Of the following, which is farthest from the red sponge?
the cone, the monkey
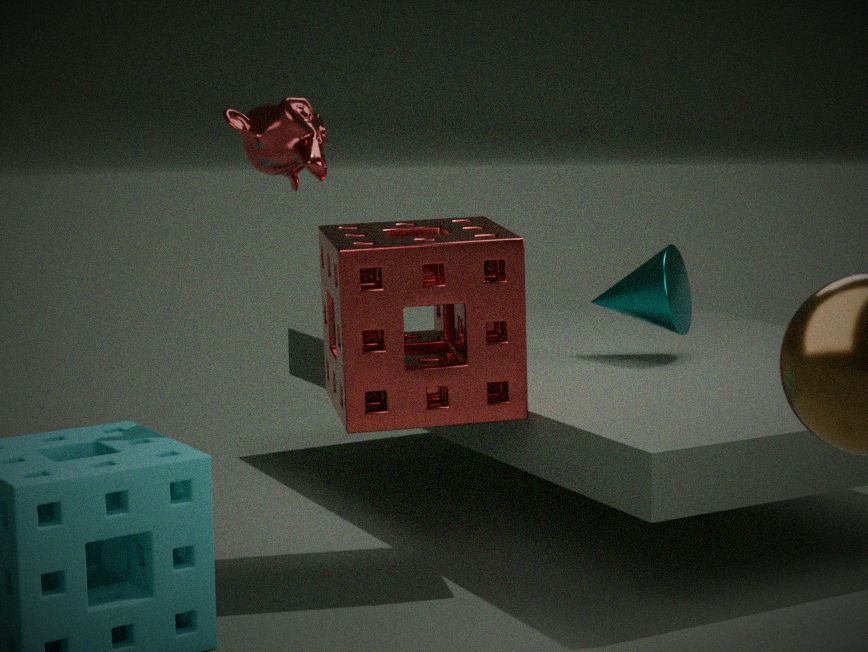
the cone
